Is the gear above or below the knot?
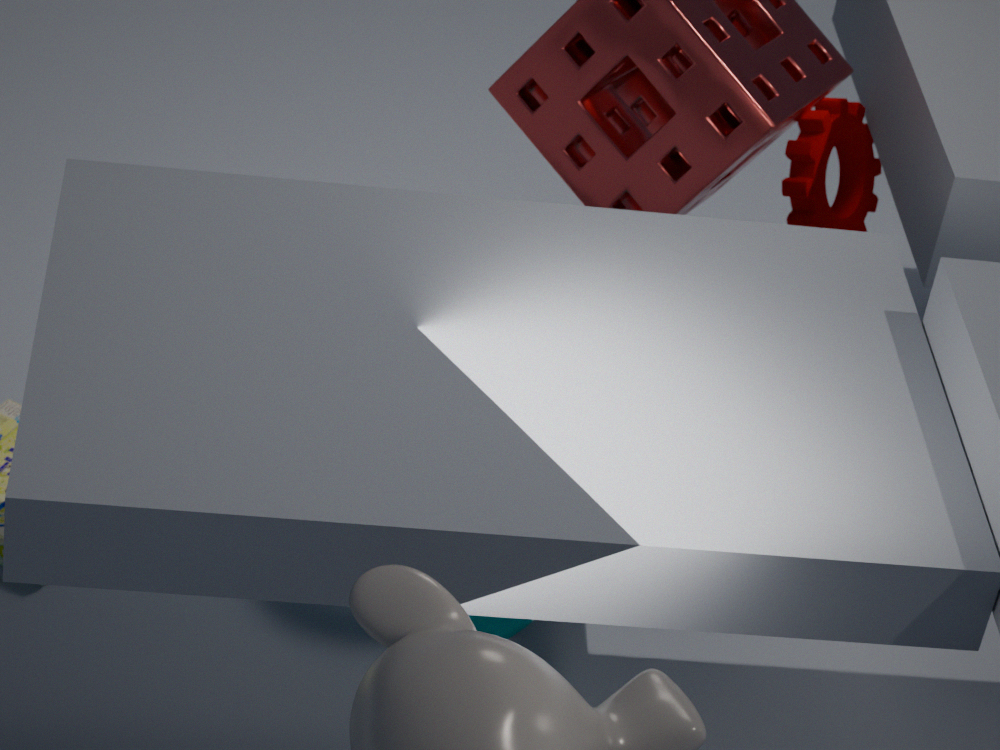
above
